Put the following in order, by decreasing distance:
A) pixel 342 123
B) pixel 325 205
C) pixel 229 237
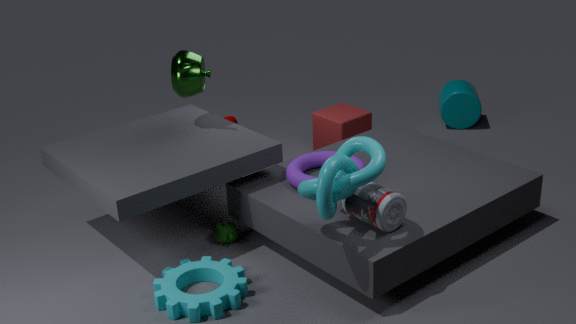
pixel 342 123
pixel 229 237
pixel 325 205
